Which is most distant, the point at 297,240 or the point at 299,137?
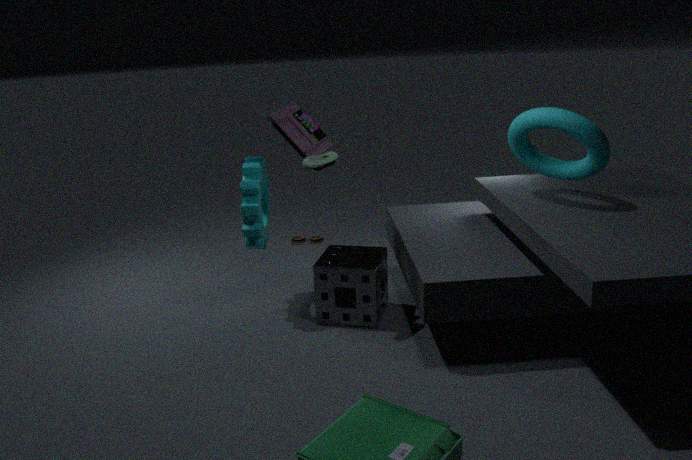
the point at 297,240
